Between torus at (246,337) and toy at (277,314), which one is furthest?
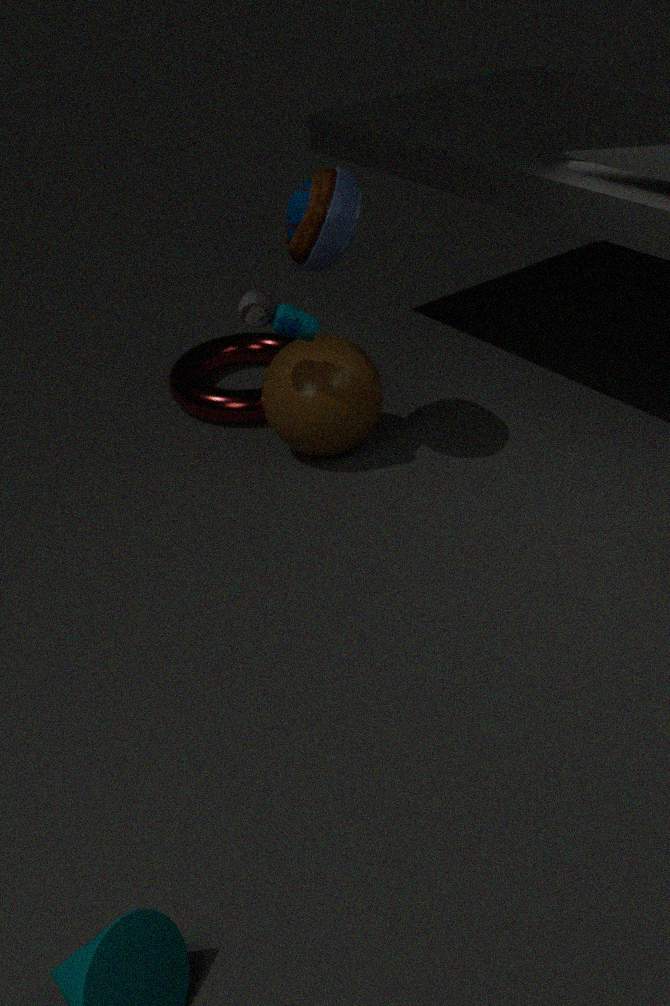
torus at (246,337)
